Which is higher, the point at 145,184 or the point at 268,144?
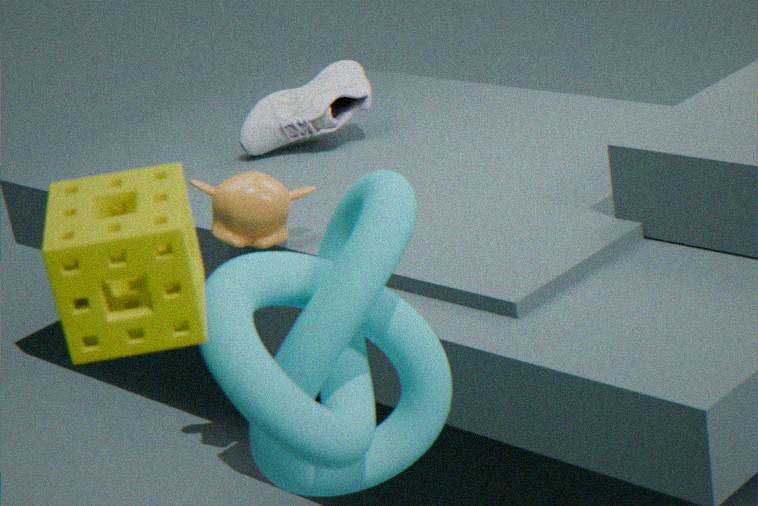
the point at 145,184
